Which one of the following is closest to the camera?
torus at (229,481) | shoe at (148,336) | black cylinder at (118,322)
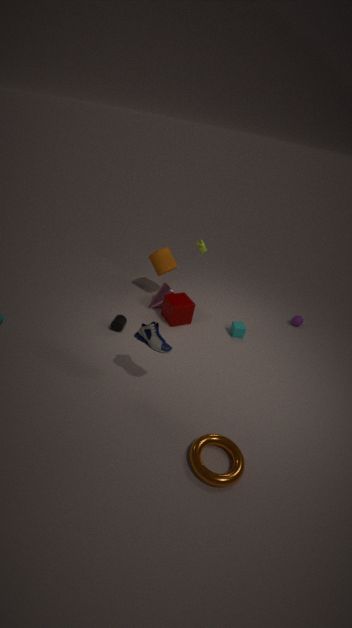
torus at (229,481)
